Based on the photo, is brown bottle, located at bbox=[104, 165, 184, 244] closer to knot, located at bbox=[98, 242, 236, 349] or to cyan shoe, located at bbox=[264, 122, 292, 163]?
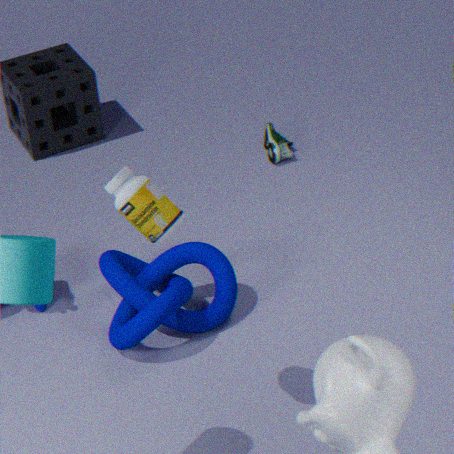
knot, located at bbox=[98, 242, 236, 349]
